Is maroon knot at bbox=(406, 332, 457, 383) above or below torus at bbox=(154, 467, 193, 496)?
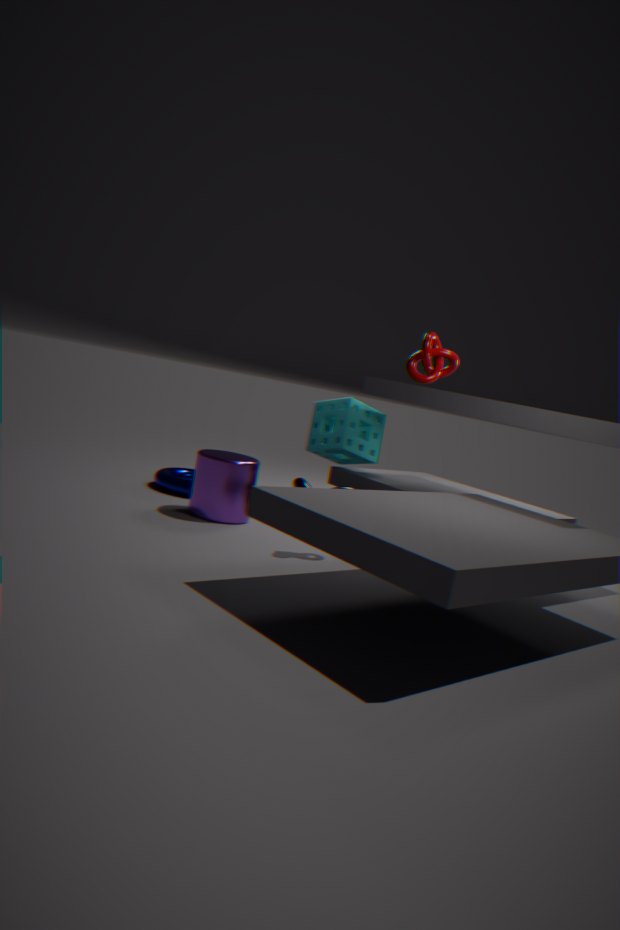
above
